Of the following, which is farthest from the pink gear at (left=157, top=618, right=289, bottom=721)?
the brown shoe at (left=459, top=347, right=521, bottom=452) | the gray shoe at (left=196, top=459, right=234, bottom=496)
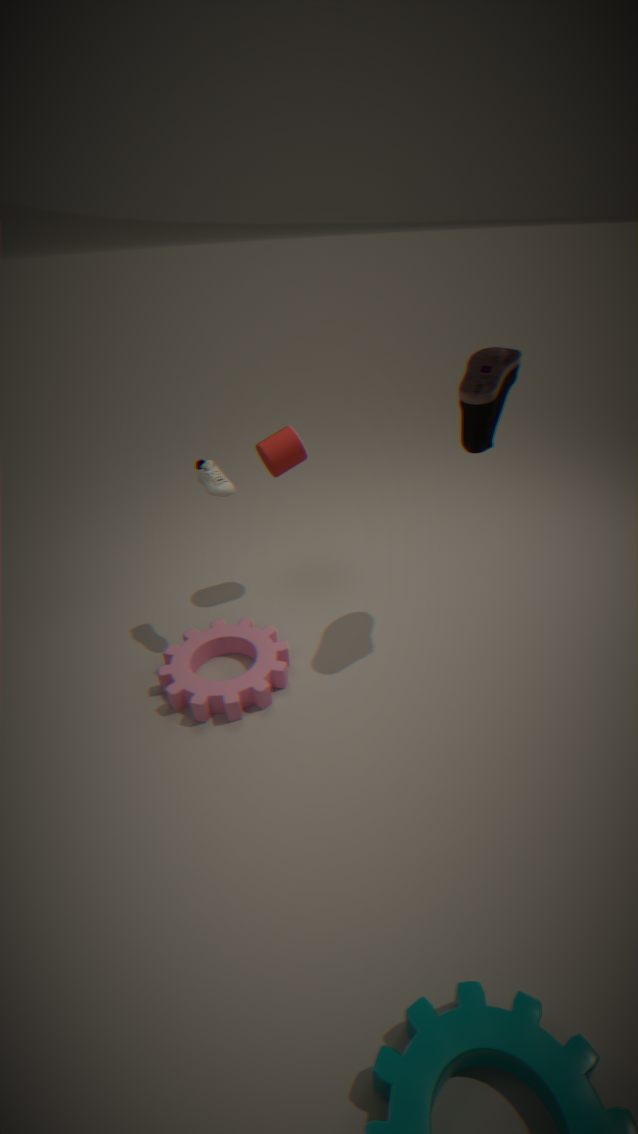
the brown shoe at (left=459, top=347, right=521, bottom=452)
